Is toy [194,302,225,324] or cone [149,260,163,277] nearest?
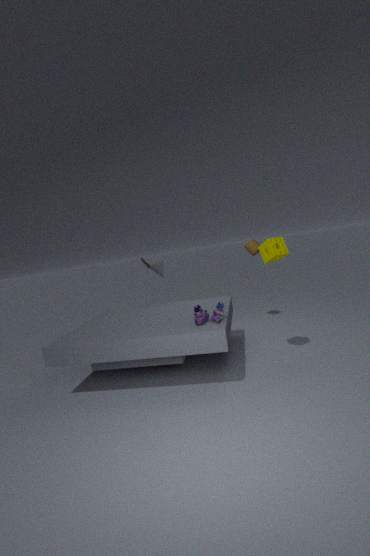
toy [194,302,225,324]
